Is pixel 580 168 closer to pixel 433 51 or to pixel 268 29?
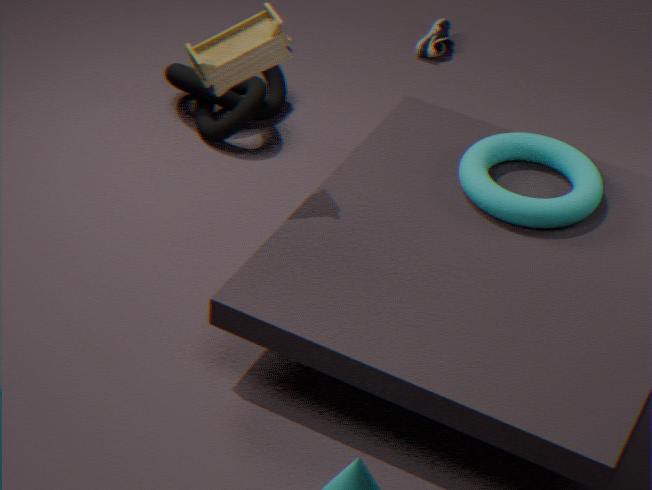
pixel 268 29
